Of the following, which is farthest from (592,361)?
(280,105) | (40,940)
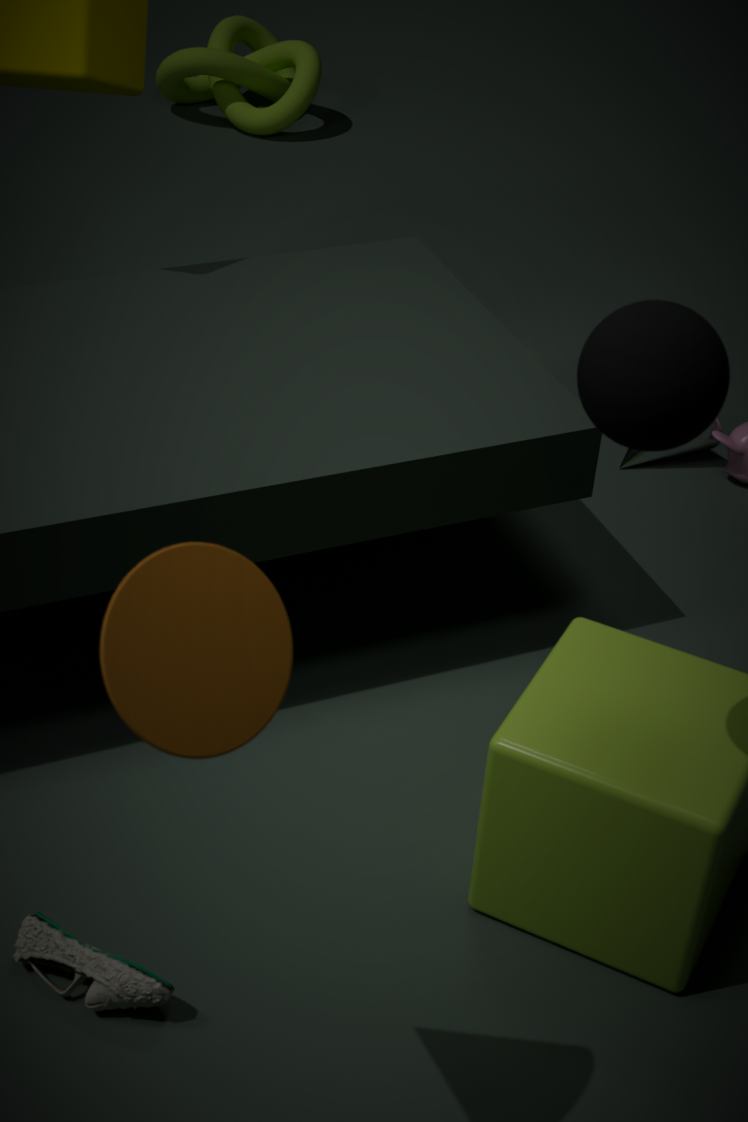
(280,105)
